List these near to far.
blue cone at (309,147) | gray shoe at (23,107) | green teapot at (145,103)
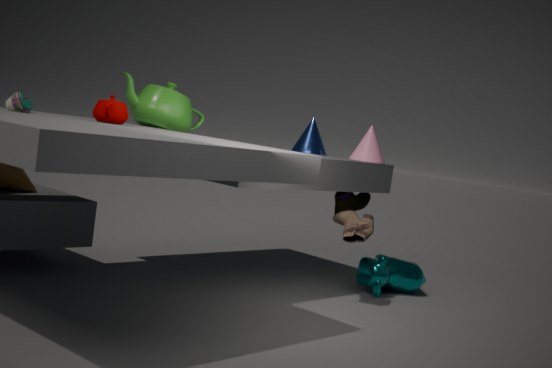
1. gray shoe at (23,107)
2. green teapot at (145,103)
3. blue cone at (309,147)
